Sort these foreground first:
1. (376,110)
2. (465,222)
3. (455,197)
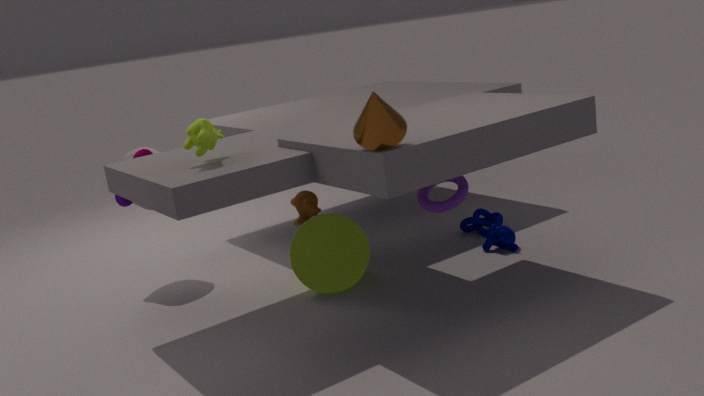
(376,110), (455,197), (465,222)
